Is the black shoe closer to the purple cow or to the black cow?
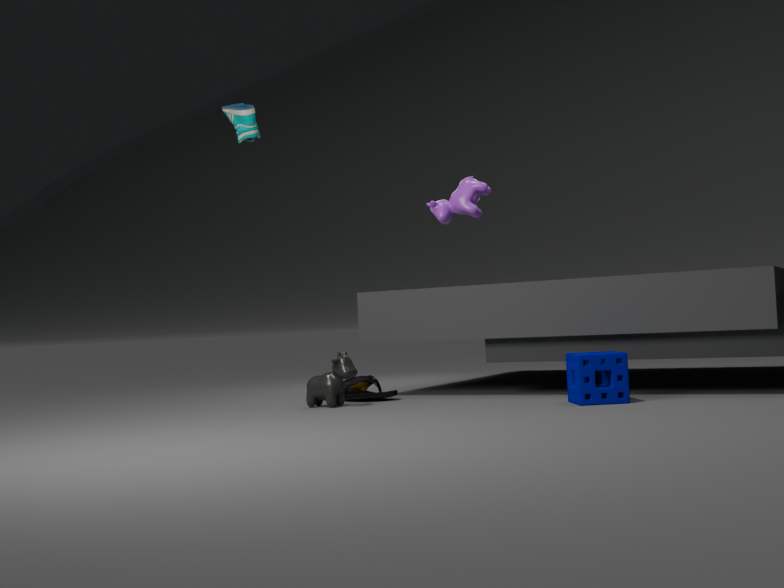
the black cow
